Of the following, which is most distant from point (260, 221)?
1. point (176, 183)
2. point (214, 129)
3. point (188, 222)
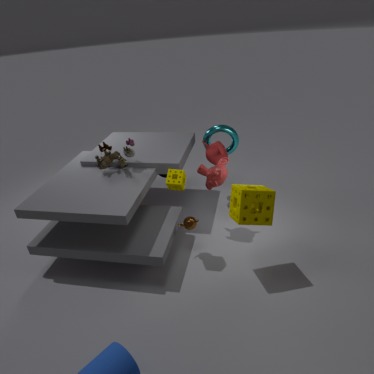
point (214, 129)
